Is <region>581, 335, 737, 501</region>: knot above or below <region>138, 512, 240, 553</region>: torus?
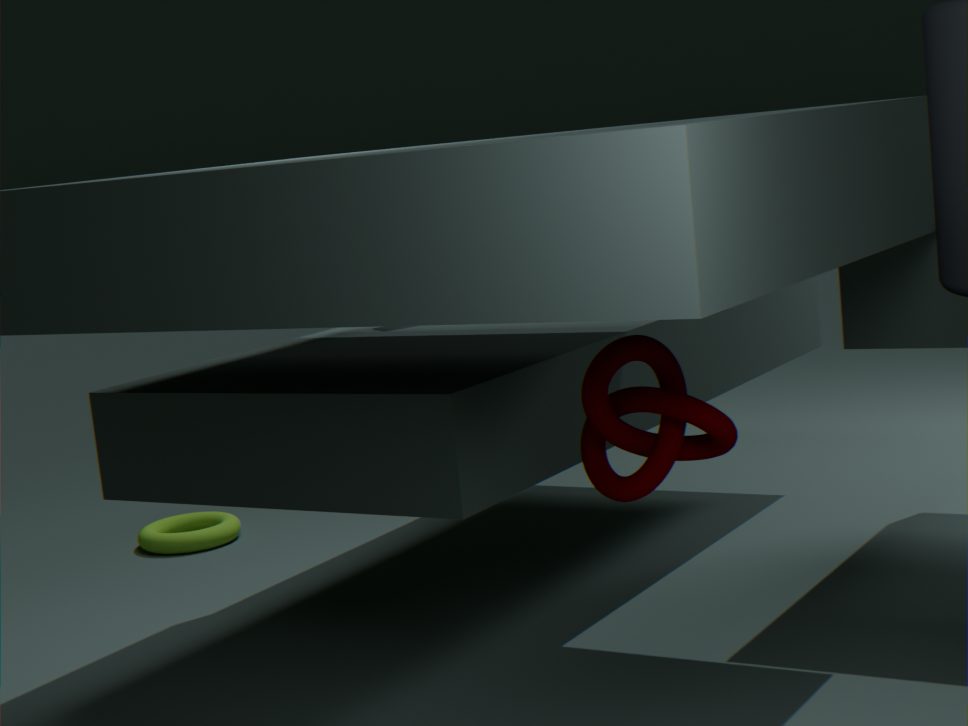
above
